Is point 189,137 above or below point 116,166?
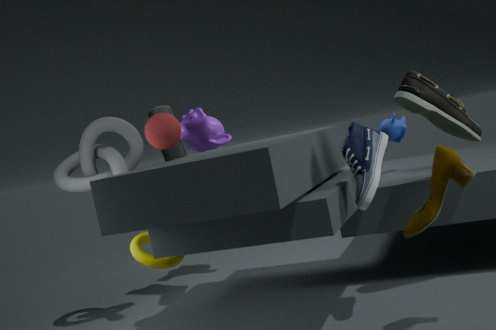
above
